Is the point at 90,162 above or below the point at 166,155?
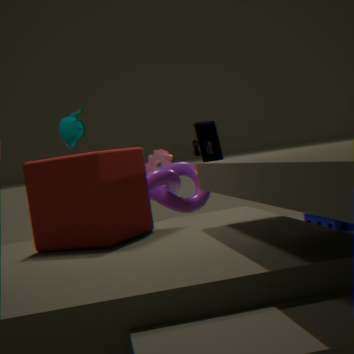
below
